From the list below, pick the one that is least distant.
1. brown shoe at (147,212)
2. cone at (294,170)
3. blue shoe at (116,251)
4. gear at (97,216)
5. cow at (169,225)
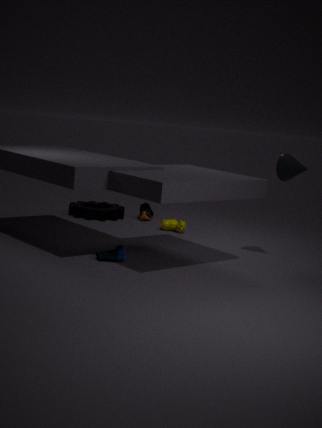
blue shoe at (116,251)
